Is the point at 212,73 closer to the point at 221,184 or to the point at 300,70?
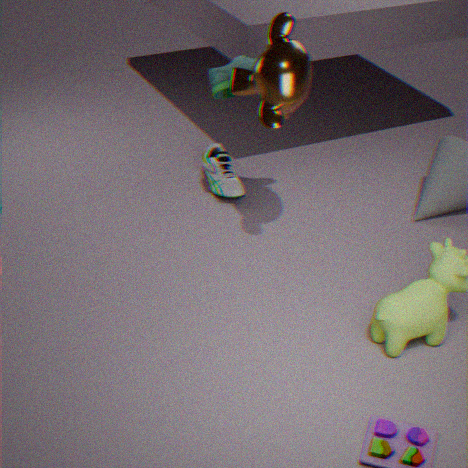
the point at 300,70
